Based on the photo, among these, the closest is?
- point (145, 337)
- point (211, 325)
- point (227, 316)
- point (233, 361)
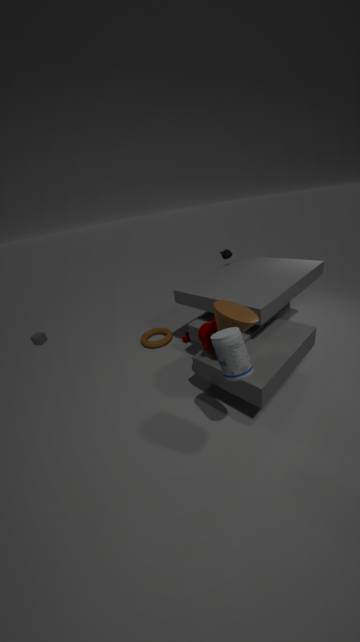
point (233, 361)
